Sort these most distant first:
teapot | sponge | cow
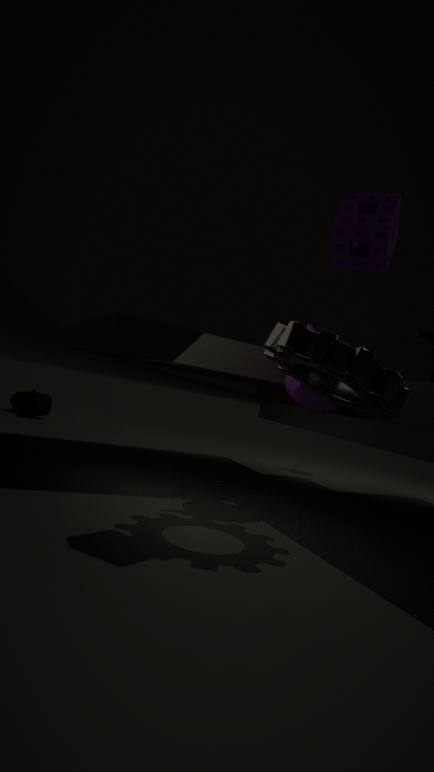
cow < teapot < sponge
